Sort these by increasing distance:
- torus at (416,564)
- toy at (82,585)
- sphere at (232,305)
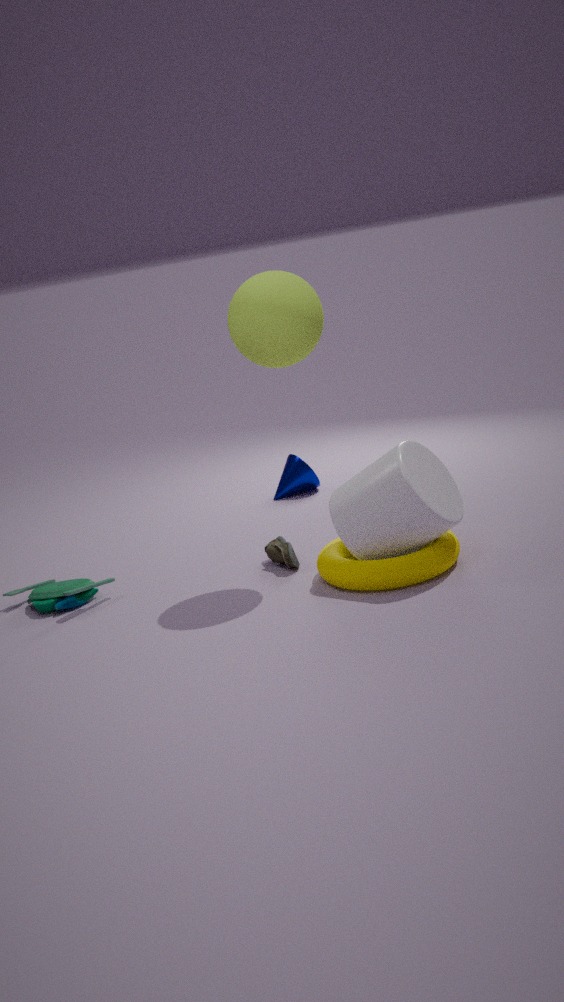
torus at (416,564)
sphere at (232,305)
toy at (82,585)
